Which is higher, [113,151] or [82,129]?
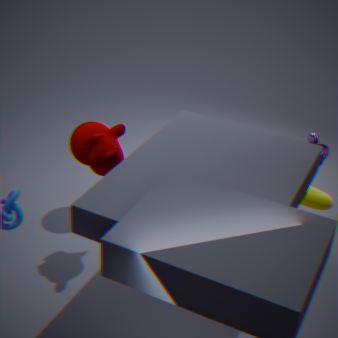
[113,151]
